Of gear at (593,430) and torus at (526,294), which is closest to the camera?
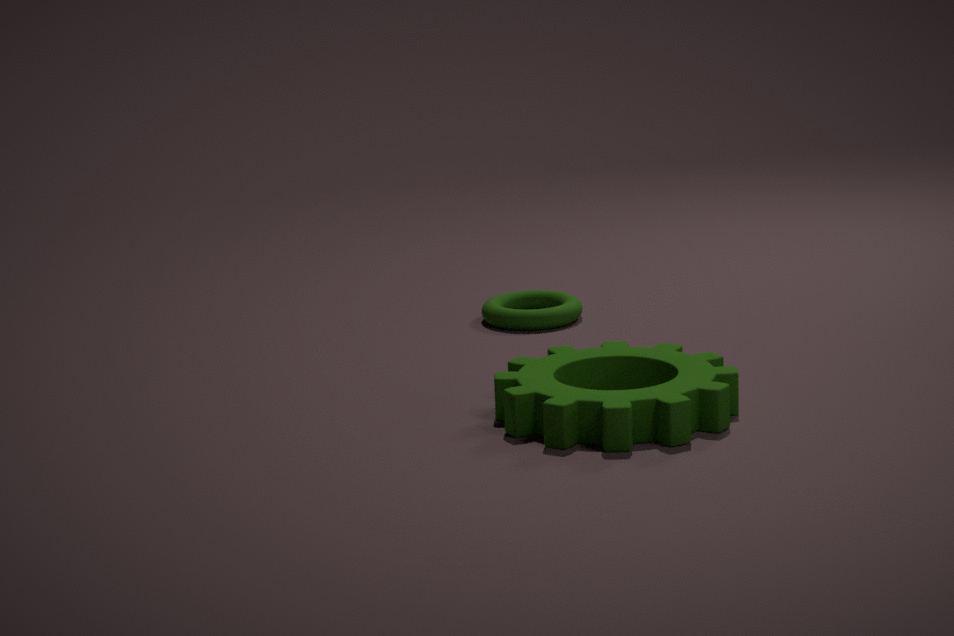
gear at (593,430)
